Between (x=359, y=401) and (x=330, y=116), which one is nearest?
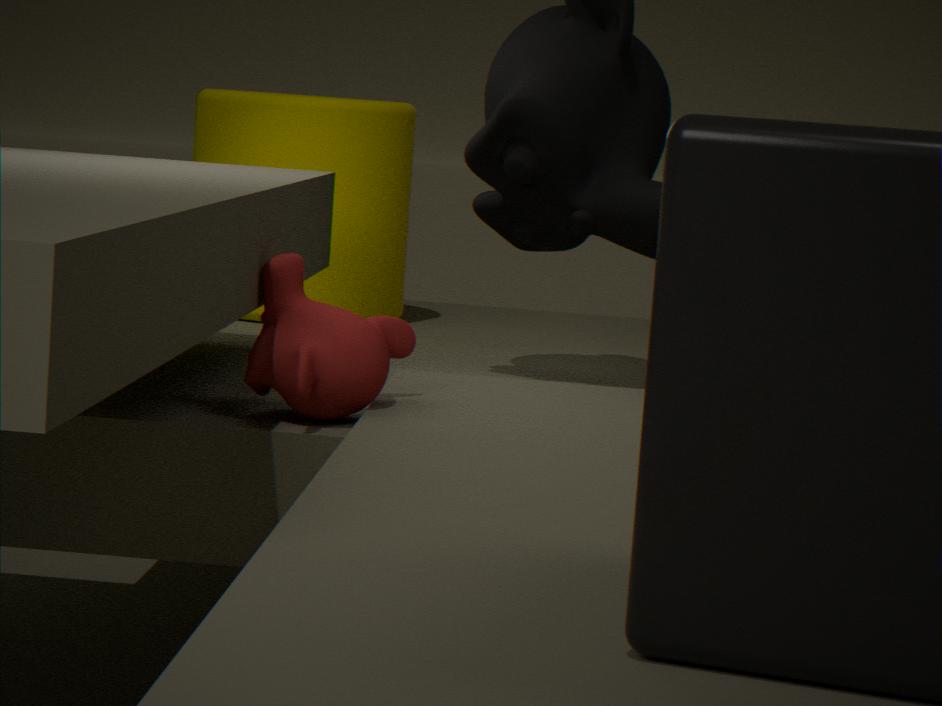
(x=359, y=401)
